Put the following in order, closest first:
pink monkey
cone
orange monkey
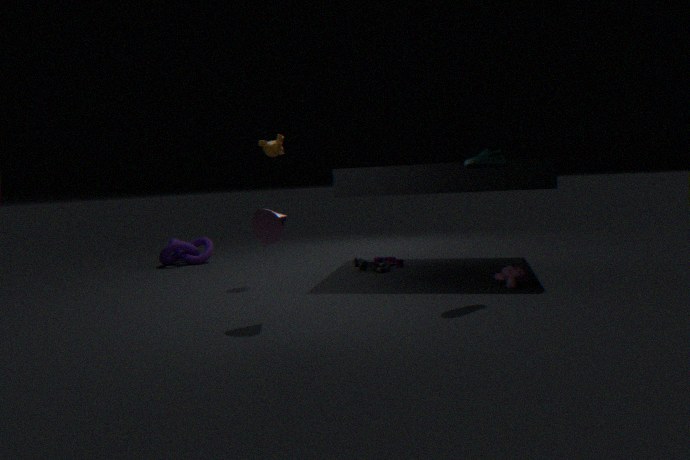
cone < pink monkey < orange monkey
